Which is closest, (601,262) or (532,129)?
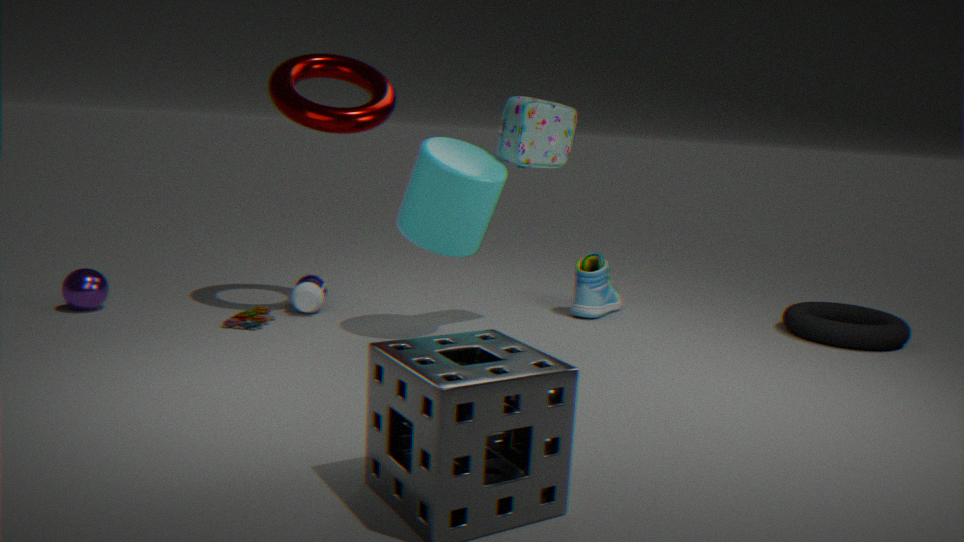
(532,129)
